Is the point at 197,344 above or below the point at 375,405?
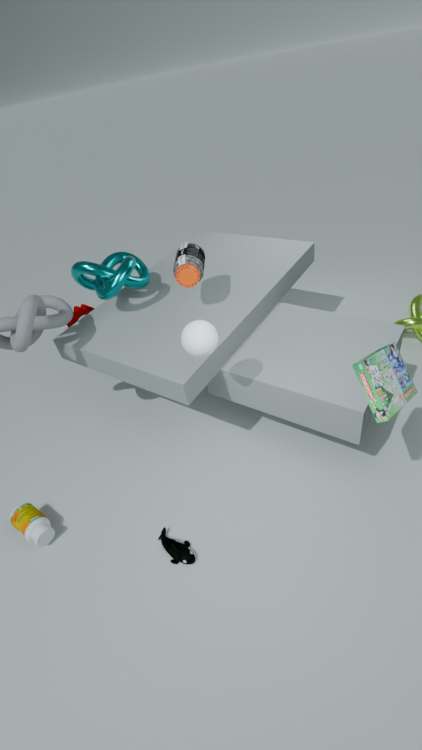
above
